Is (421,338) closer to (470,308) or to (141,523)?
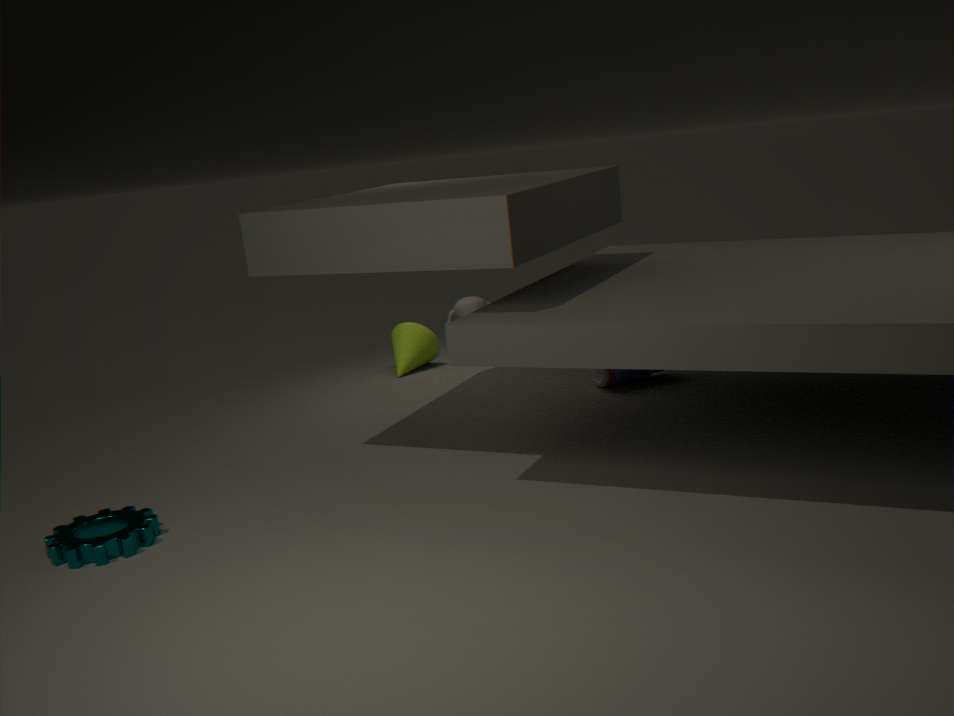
(470,308)
